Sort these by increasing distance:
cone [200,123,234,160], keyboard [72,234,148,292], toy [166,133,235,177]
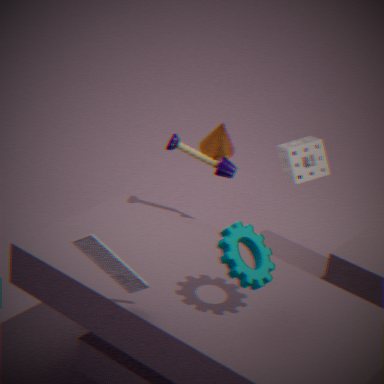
keyboard [72,234,148,292] → toy [166,133,235,177] → cone [200,123,234,160]
